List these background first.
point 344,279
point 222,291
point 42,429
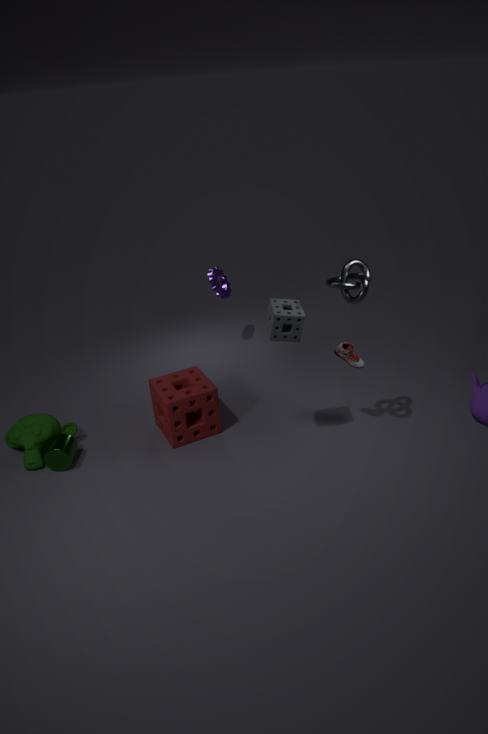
A: point 222,291 → point 42,429 → point 344,279
